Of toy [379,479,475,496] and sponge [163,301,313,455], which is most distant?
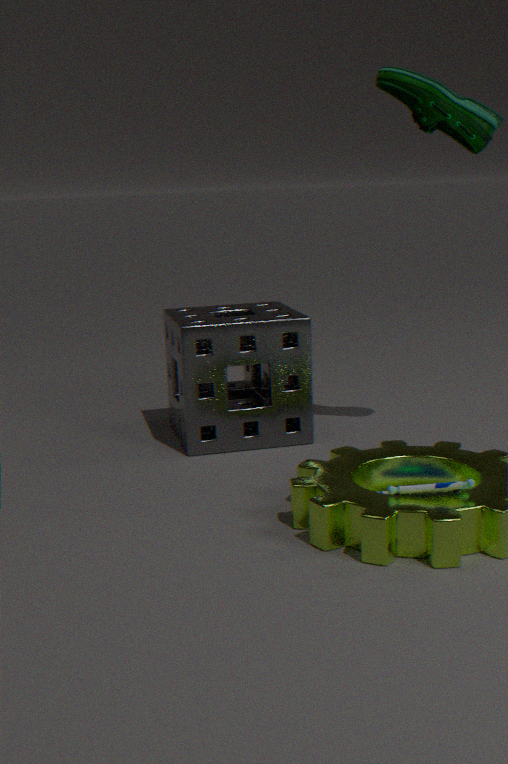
sponge [163,301,313,455]
